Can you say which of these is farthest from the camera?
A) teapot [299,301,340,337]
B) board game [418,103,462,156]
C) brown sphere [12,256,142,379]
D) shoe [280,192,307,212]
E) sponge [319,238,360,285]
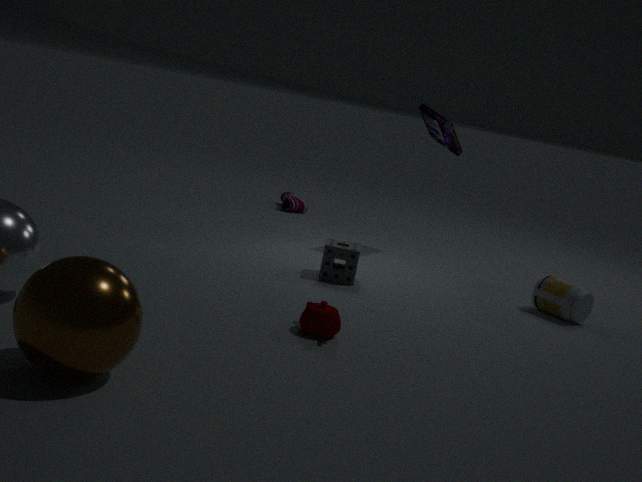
shoe [280,192,307,212]
